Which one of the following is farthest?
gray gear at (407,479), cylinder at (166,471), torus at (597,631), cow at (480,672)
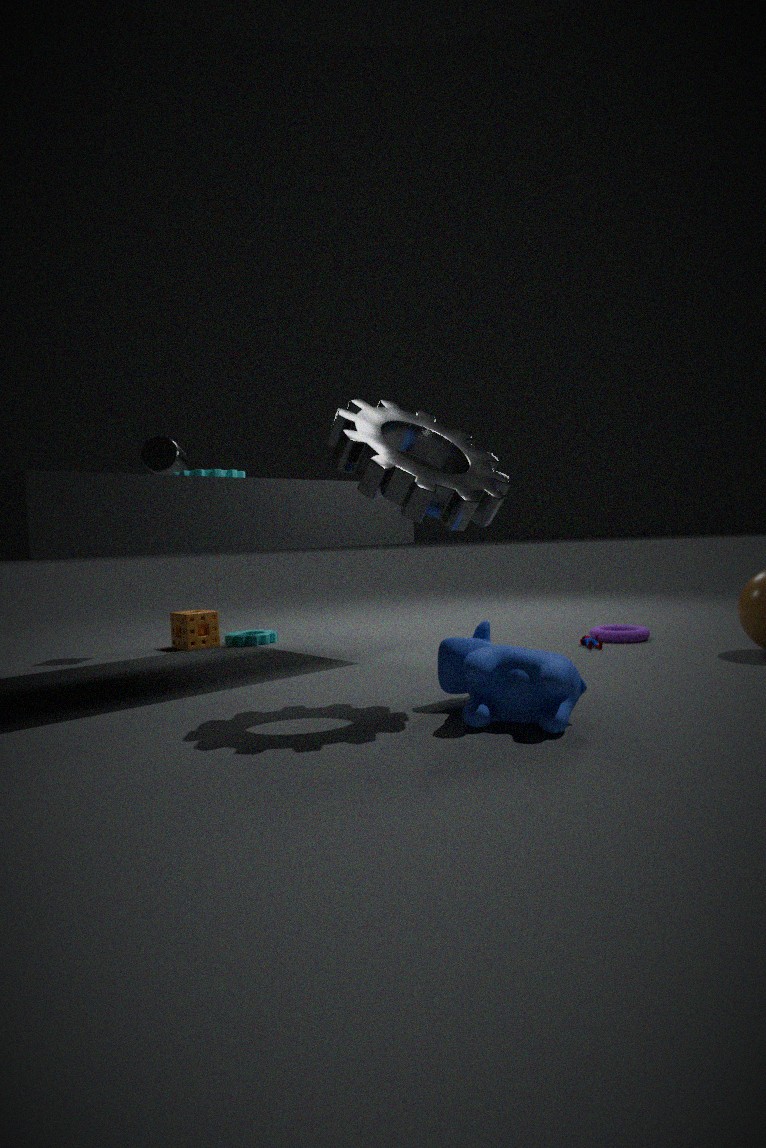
cylinder at (166,471)
